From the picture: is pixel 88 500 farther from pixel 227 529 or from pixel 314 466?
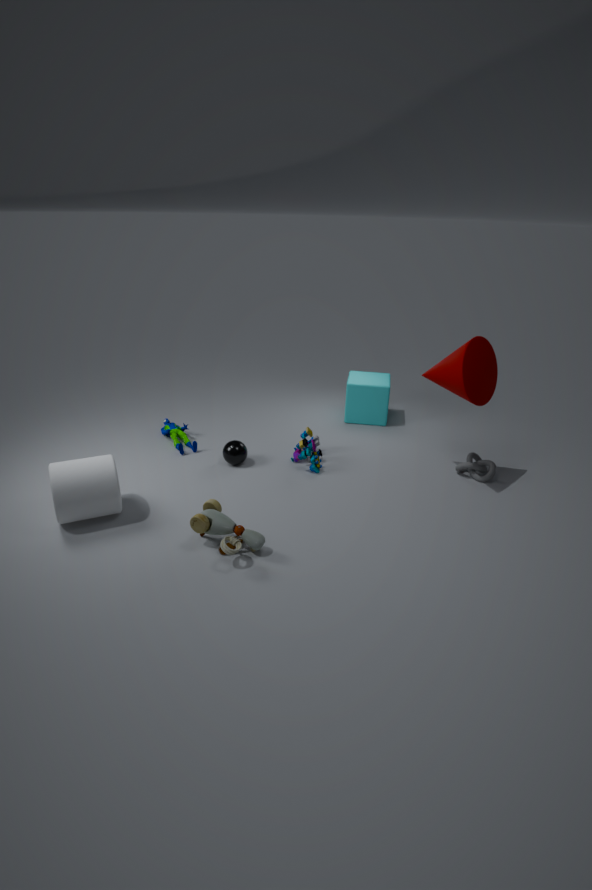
pixel 314 466
